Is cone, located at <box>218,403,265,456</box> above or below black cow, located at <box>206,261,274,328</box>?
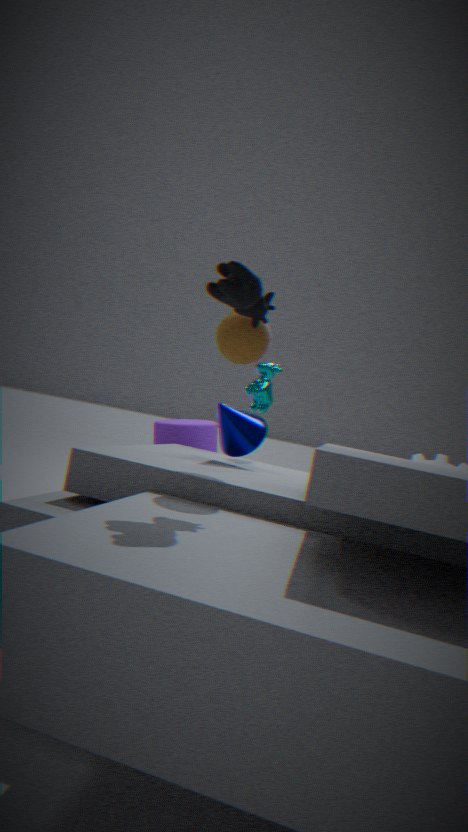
below
